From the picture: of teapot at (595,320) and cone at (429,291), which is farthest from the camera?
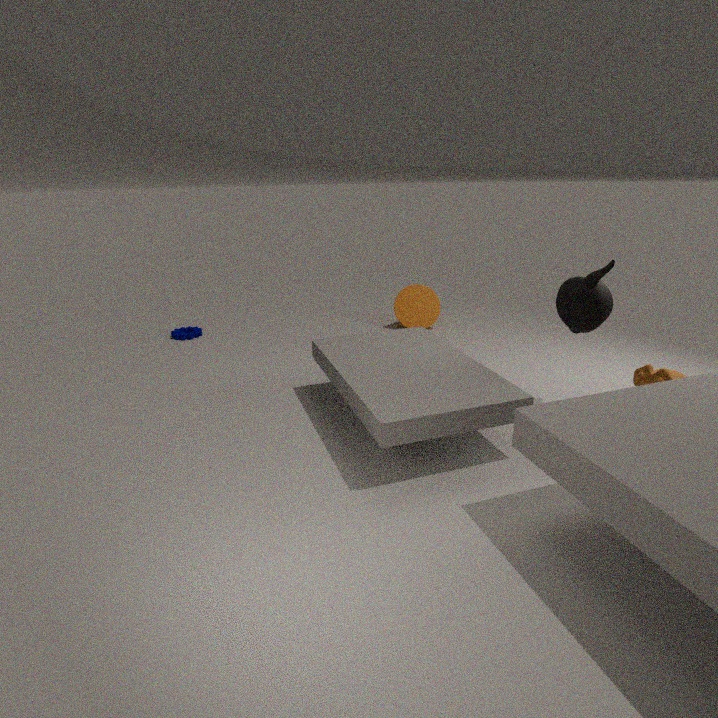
cone at (429,291)
